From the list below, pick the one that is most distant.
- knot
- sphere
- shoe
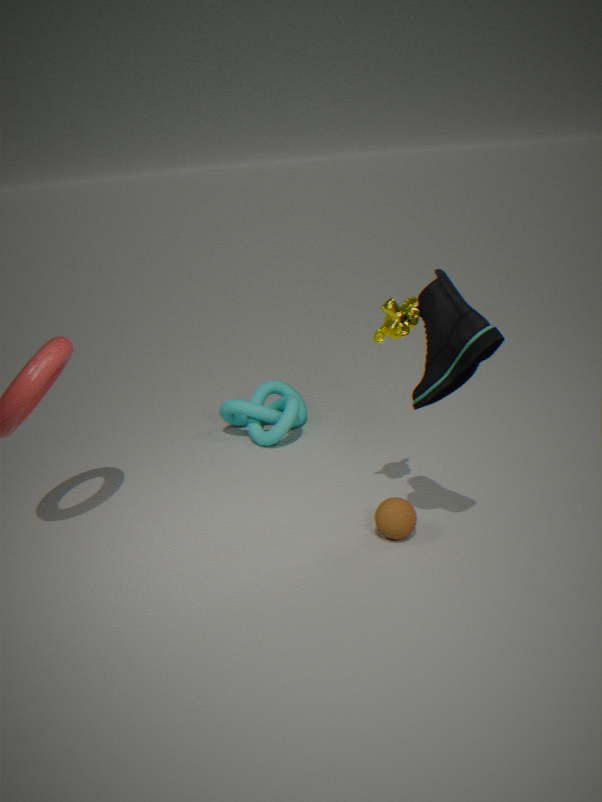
knot
